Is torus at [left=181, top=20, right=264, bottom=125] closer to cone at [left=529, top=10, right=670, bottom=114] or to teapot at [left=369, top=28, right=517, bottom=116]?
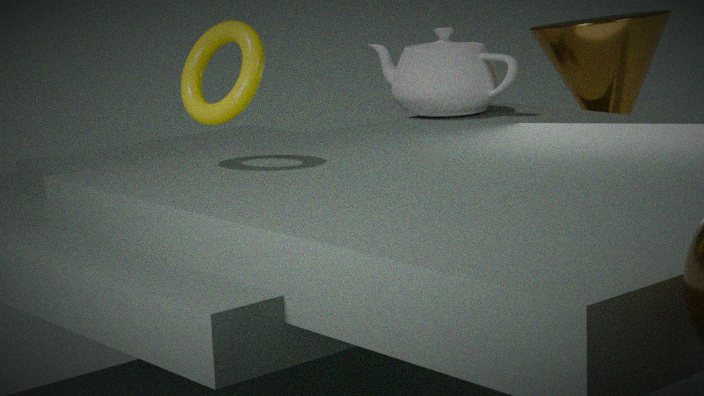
teapot at [left=369, top=28, right=517, bottom=116]
